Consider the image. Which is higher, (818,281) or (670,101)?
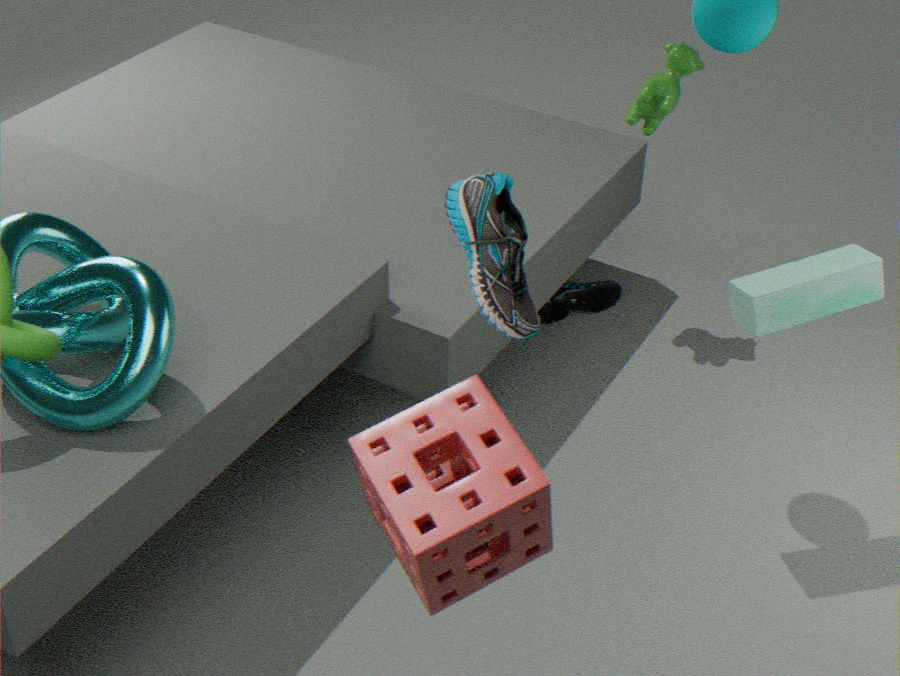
(670,101)
